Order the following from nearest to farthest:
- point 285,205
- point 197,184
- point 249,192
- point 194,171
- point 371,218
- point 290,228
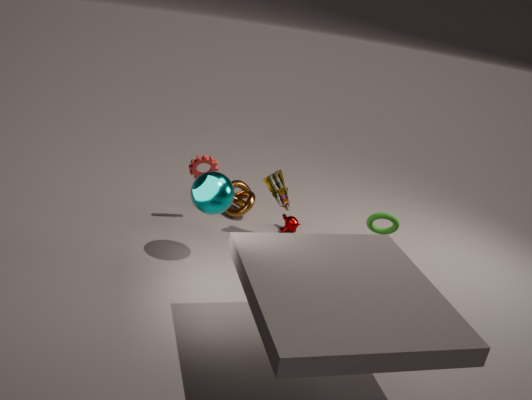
point 197,184, point 371,218, point 285,205, point 194,171, point 290,228, point 249,192
